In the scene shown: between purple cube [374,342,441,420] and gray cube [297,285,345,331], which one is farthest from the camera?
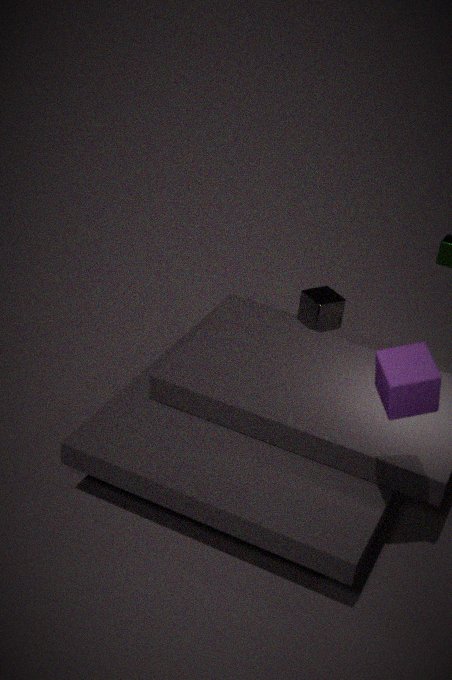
gray cube [297,285,345,331]
